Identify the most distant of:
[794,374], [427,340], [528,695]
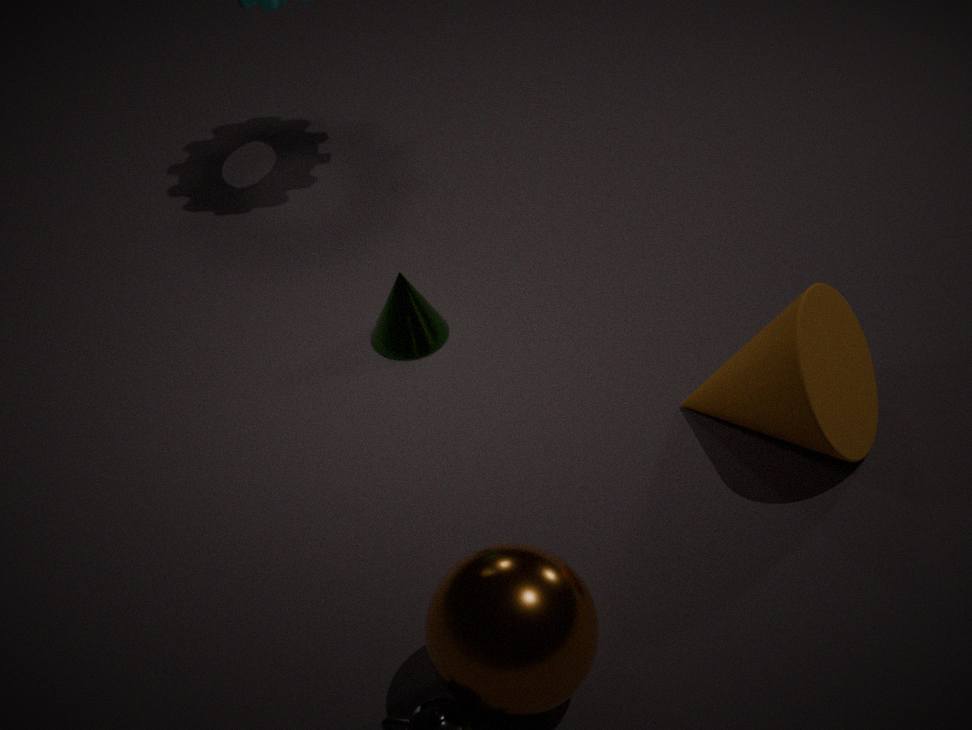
[427,340]
